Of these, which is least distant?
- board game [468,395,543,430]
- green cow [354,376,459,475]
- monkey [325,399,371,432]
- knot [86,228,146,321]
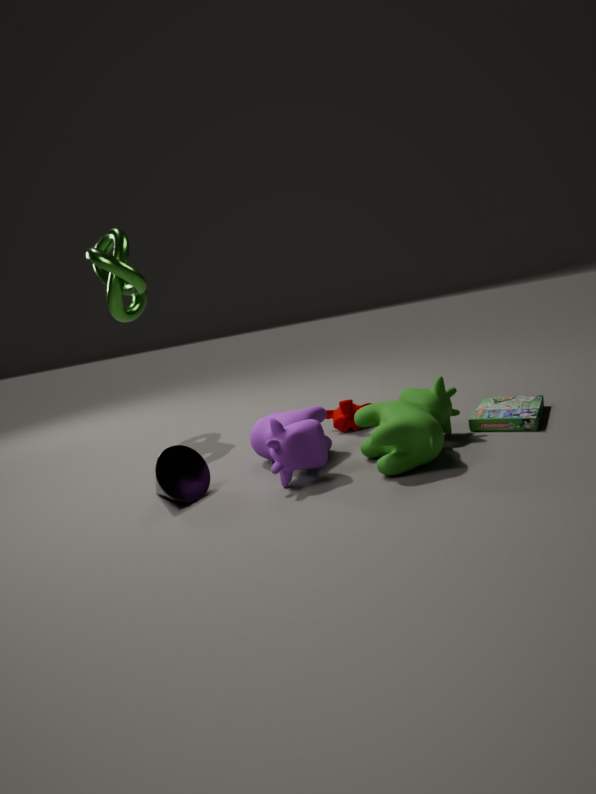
green cow [354,376,459,475]
